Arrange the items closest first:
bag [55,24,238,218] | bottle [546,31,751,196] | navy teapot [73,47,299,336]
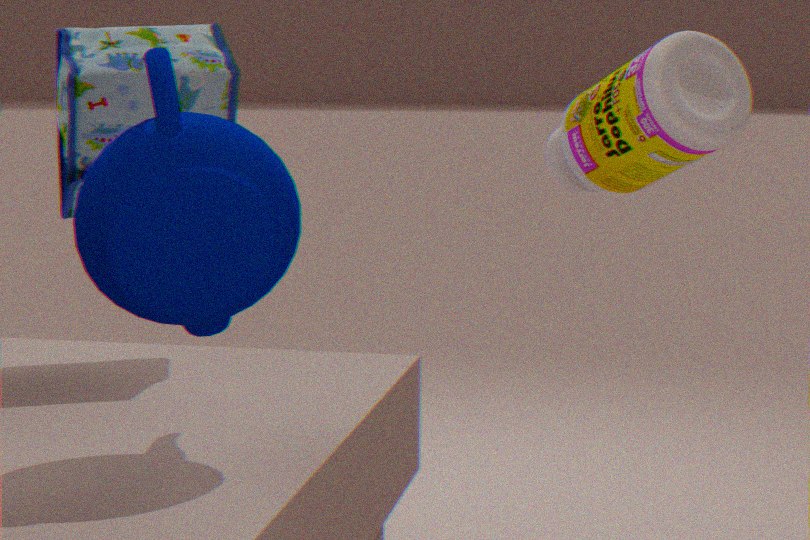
navy teapot [73,47,299,336]
bottle [546,31,751,196]
bag [55,24,238,218]
